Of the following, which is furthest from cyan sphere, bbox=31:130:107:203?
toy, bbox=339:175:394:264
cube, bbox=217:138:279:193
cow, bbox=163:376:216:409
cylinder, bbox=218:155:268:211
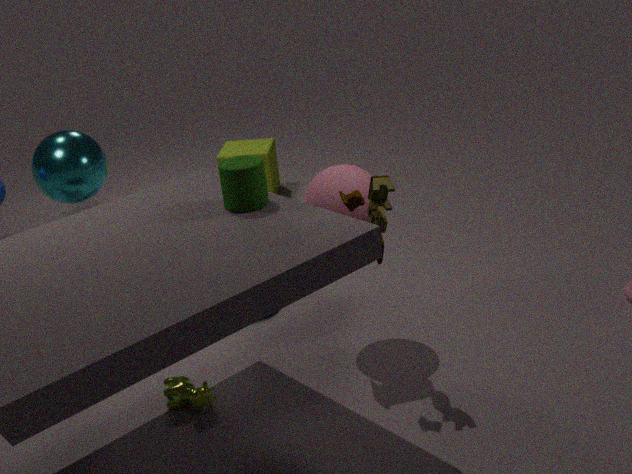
cube, bbox=217:138:279:193
